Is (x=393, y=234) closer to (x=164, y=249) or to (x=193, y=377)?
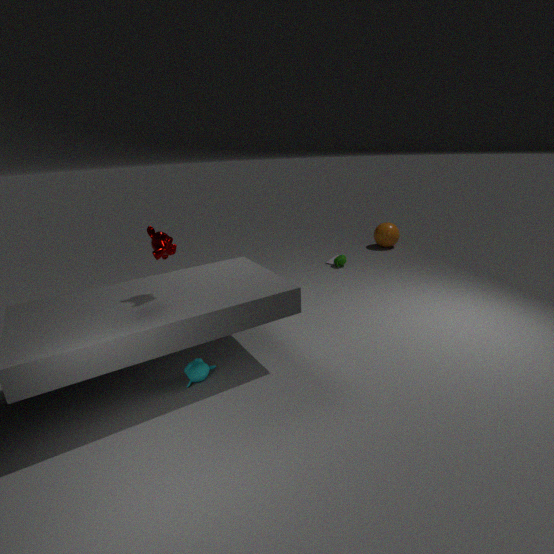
(x=193, y=377)
